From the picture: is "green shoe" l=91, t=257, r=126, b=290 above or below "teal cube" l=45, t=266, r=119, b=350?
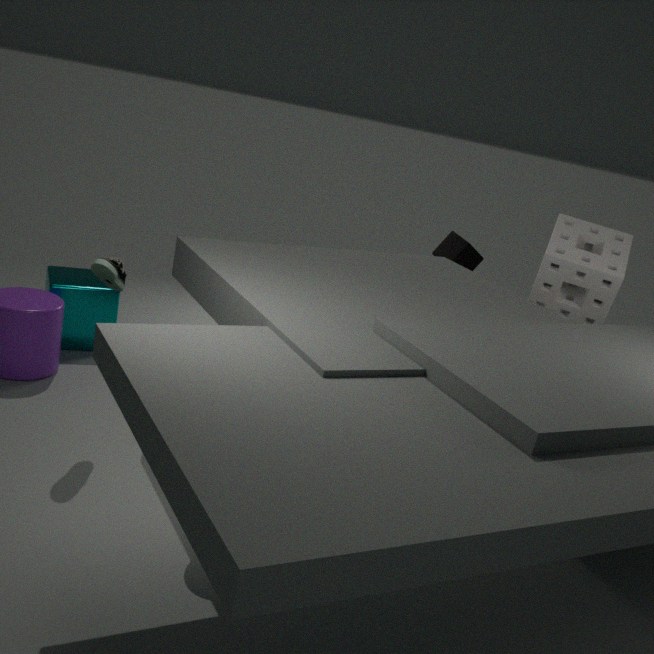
above
